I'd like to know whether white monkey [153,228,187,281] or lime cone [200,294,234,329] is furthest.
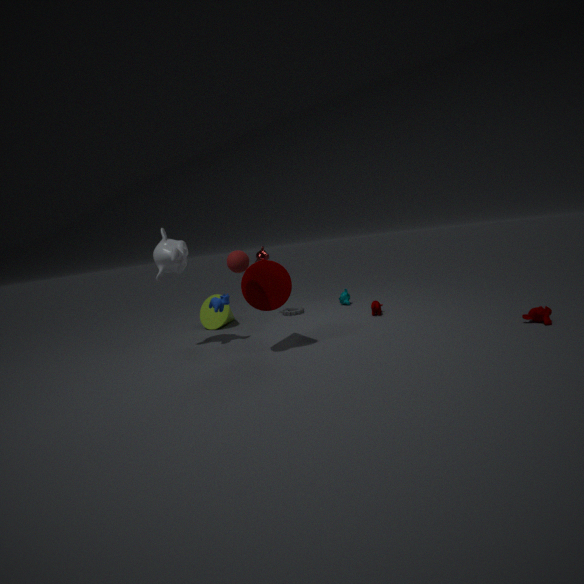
lime cone [200,294,234,329]
